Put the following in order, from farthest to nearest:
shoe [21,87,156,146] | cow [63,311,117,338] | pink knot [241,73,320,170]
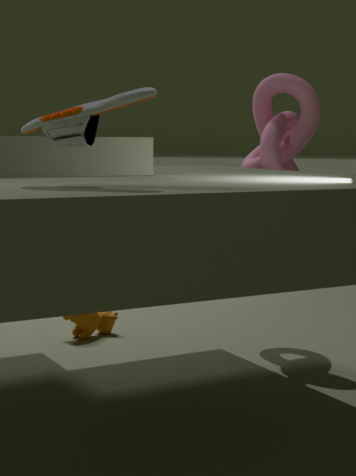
1. cow [63,311,117,338]
2. pink knot [241,73,320,170]
3. shoe [21,87,156,146]
